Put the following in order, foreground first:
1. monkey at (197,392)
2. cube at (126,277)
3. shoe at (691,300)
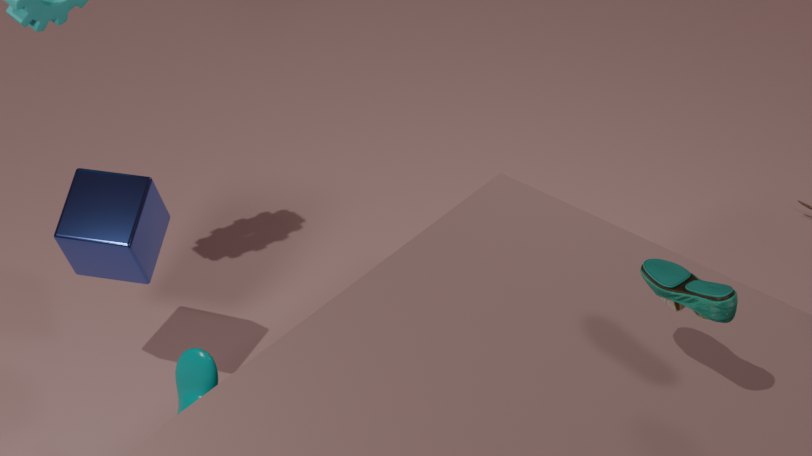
shoe at (691,300), monkey at (197,392), cube at (126,277)
